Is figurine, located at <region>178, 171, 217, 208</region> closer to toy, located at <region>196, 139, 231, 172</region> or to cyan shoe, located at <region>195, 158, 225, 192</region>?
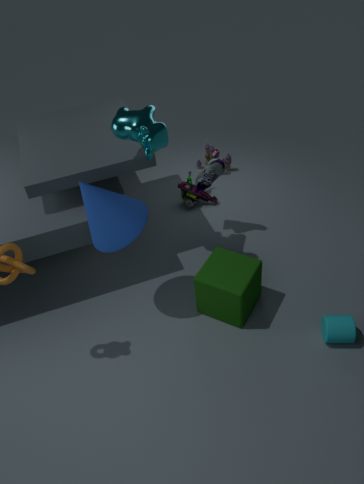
toy, located at <region>196, 139, 231, 172</region>
